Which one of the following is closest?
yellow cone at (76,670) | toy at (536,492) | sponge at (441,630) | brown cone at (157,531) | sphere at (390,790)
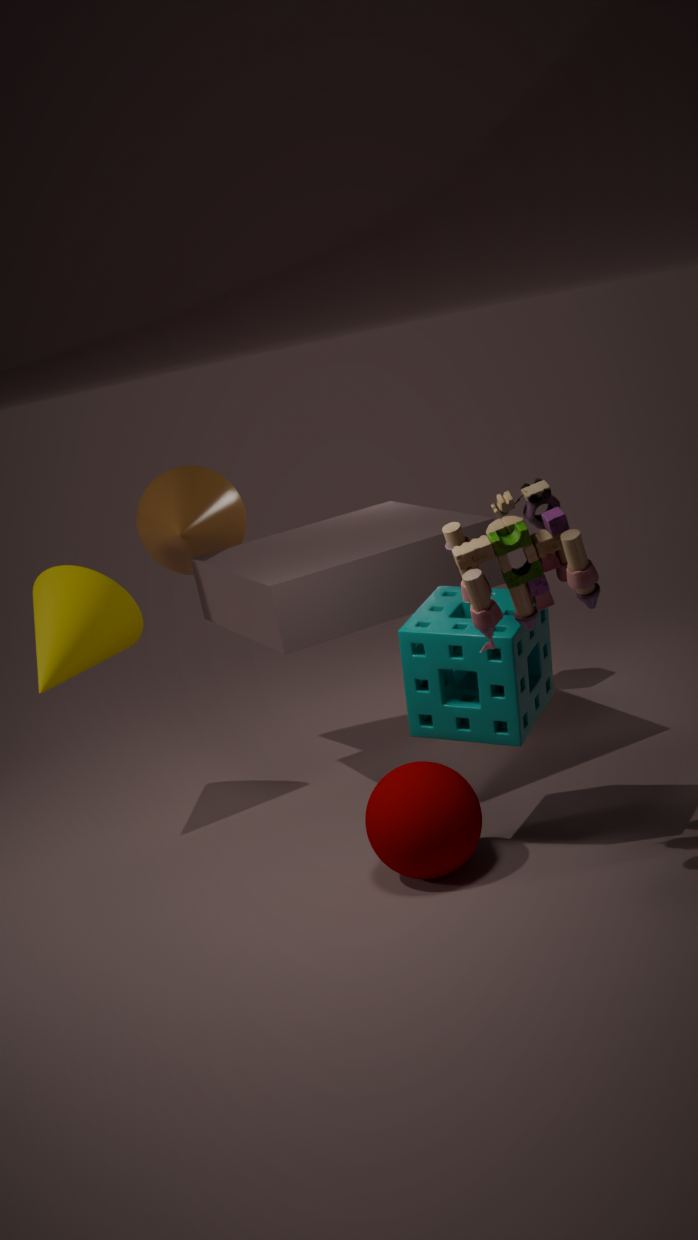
toy at (536,492)
